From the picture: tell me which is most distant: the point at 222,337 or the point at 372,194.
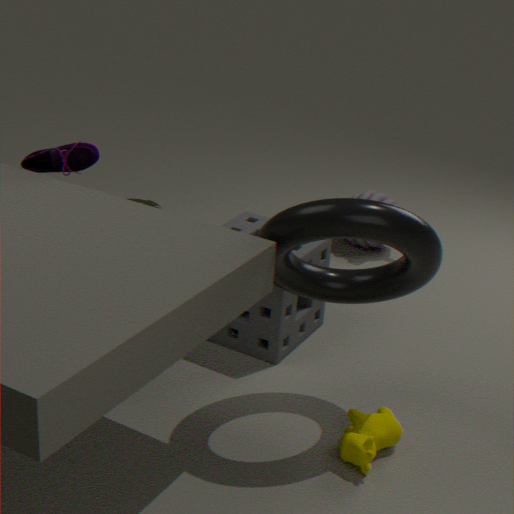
the point at 372,194
